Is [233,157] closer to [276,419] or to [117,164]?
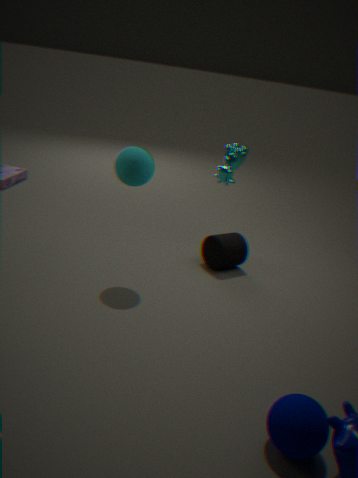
[117,164]
